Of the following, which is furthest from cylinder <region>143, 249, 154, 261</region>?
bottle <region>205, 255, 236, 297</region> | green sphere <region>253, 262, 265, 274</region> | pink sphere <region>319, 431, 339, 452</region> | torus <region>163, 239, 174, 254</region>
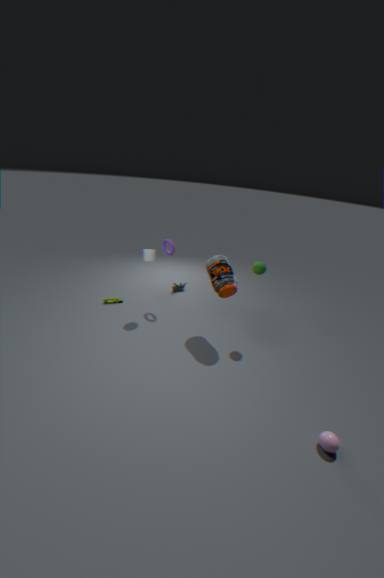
pink sphere <region>319, 431, 339, 452</region>
